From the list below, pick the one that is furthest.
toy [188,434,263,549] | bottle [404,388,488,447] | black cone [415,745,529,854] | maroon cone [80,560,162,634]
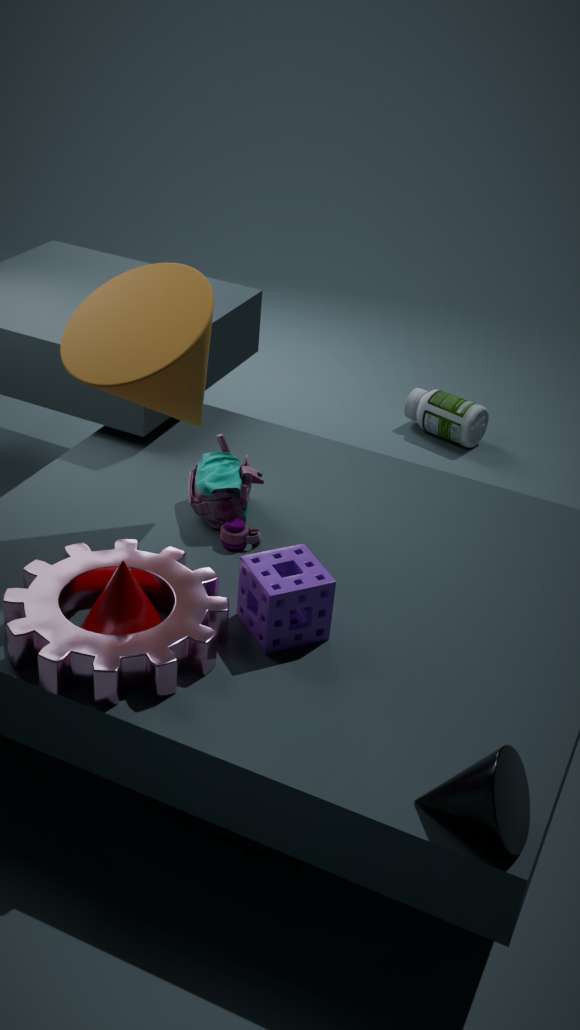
bottle [404,388,488,447]
